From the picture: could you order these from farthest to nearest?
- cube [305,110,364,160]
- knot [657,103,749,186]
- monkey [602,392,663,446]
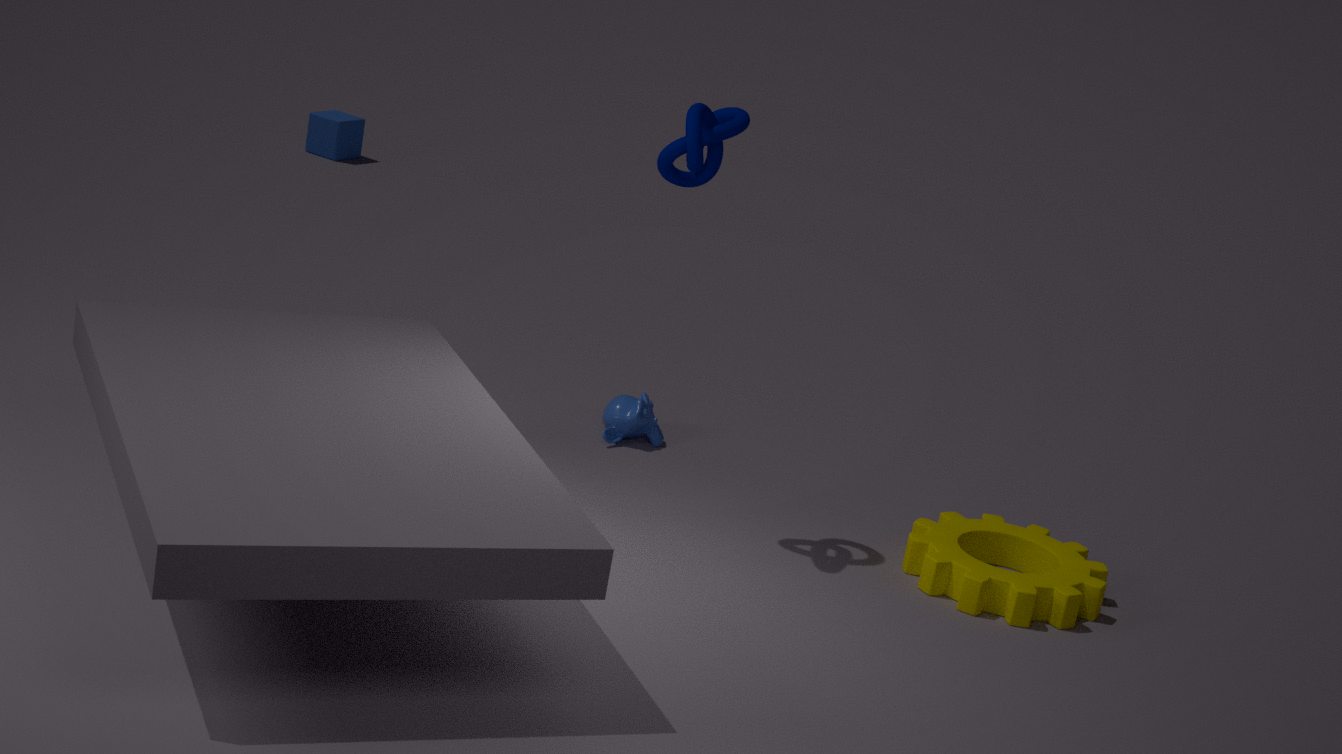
cube [305,110,364,160], monkey [602,392,663,446], knot [657,103,749,186]
